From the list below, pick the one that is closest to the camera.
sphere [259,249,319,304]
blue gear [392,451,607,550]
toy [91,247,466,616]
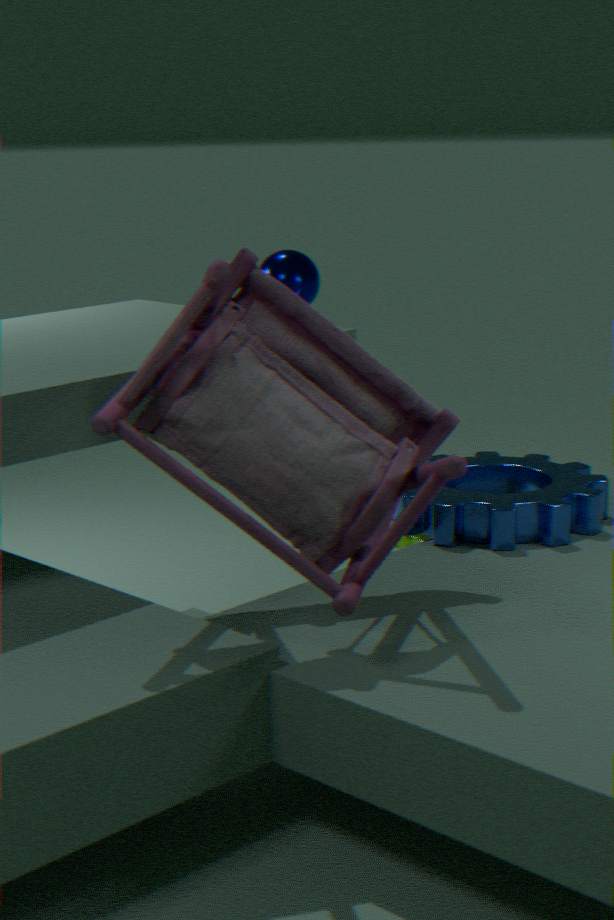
toy [91,247,466,616]
